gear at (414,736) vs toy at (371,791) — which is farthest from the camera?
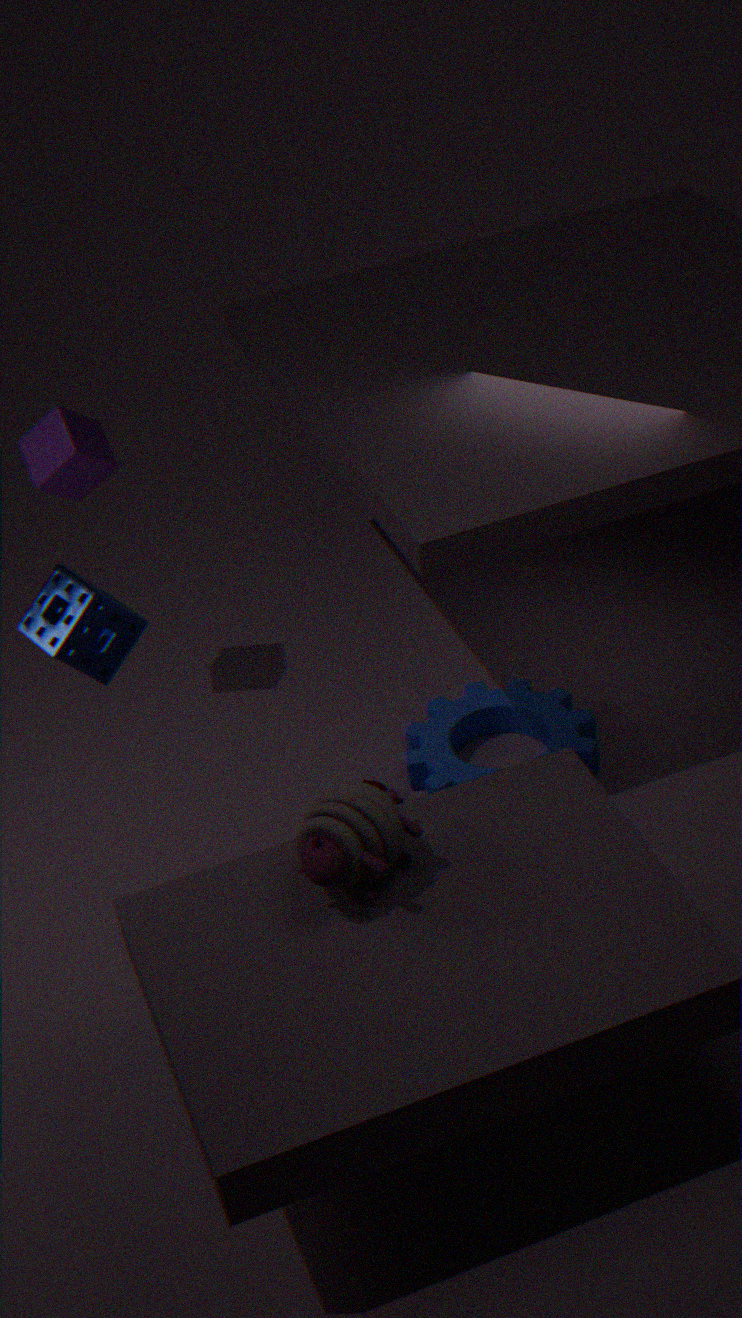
gear at (414,736)
